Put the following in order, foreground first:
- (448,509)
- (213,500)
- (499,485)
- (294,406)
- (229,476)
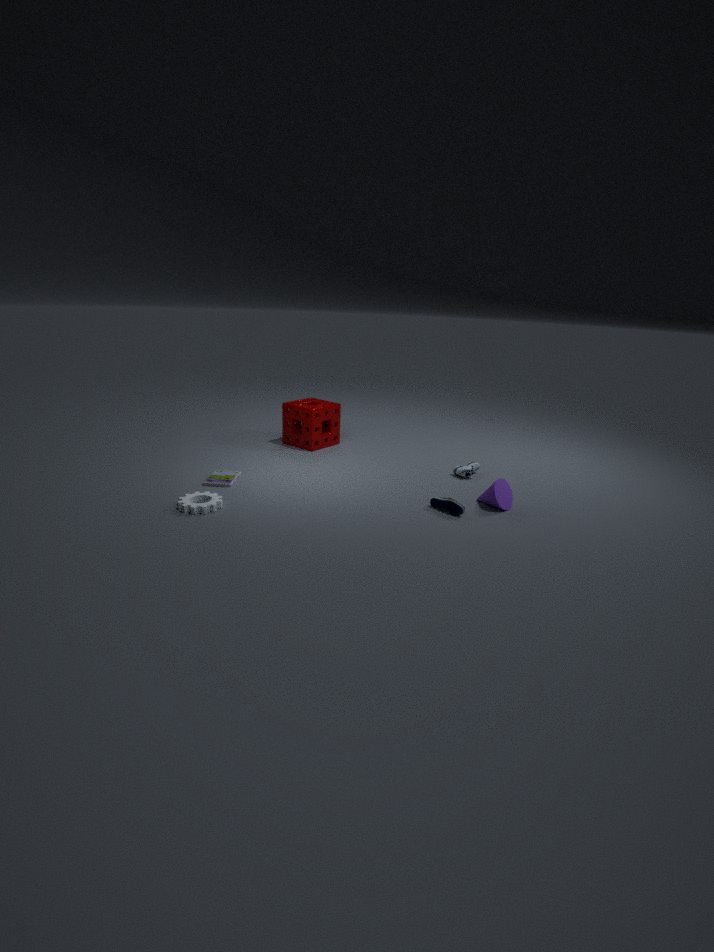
(213,500)
(448,509)
(499,485)
(229,476)
(294,406)
